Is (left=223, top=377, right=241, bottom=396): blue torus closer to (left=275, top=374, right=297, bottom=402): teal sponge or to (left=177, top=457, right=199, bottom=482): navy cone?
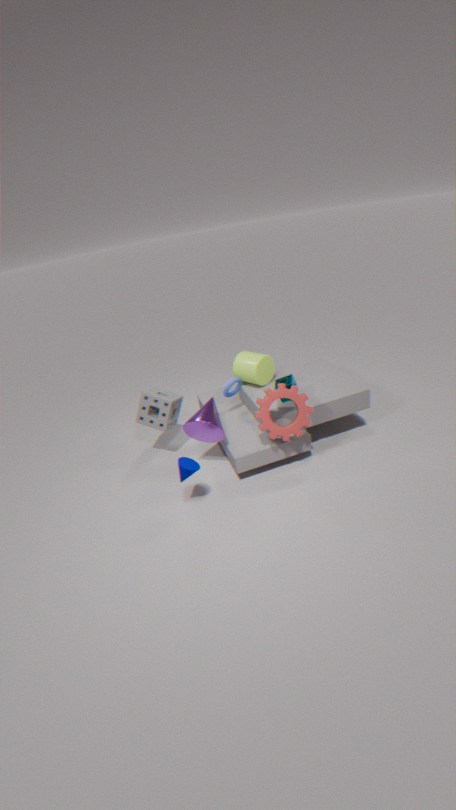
(left=275, top=374, right=297, bottom=402): teal sponge
